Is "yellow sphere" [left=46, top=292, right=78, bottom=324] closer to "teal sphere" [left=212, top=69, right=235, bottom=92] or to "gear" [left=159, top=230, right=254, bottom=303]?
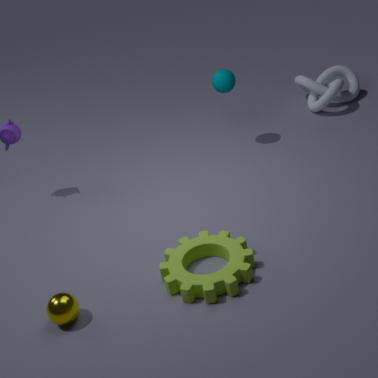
"gear" [left=159, top=230, right=254, bottom=303]
